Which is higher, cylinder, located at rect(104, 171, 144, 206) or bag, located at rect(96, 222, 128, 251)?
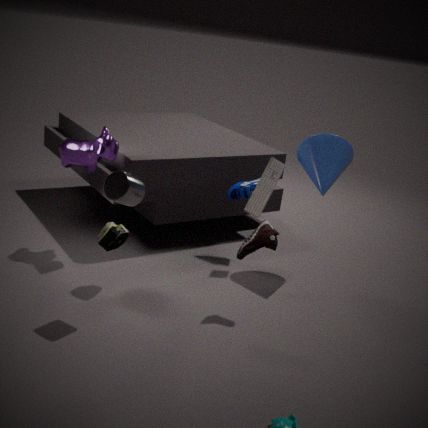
cylinder, located at rect(104, 171, 144, 206)
